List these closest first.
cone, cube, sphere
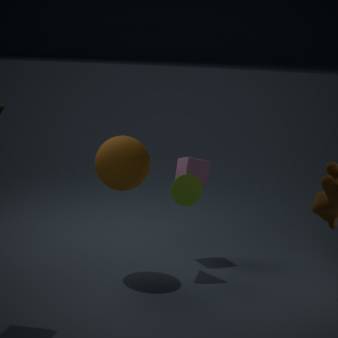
sphere, cone, cube
